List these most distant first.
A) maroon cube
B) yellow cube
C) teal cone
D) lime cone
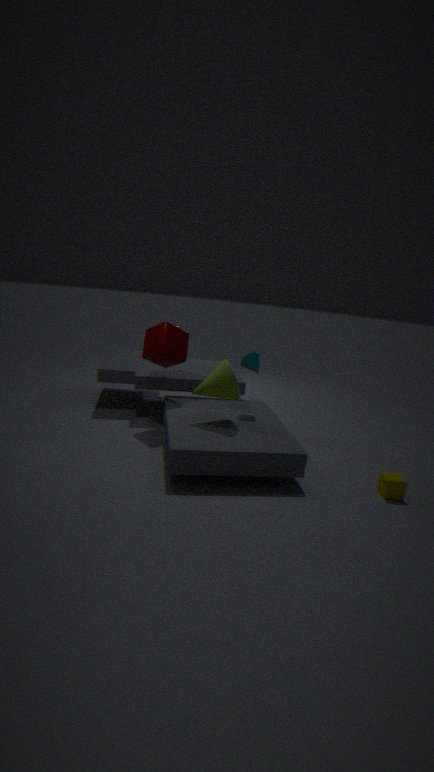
maroon cube, teal cone, lime cone, yellow cube
